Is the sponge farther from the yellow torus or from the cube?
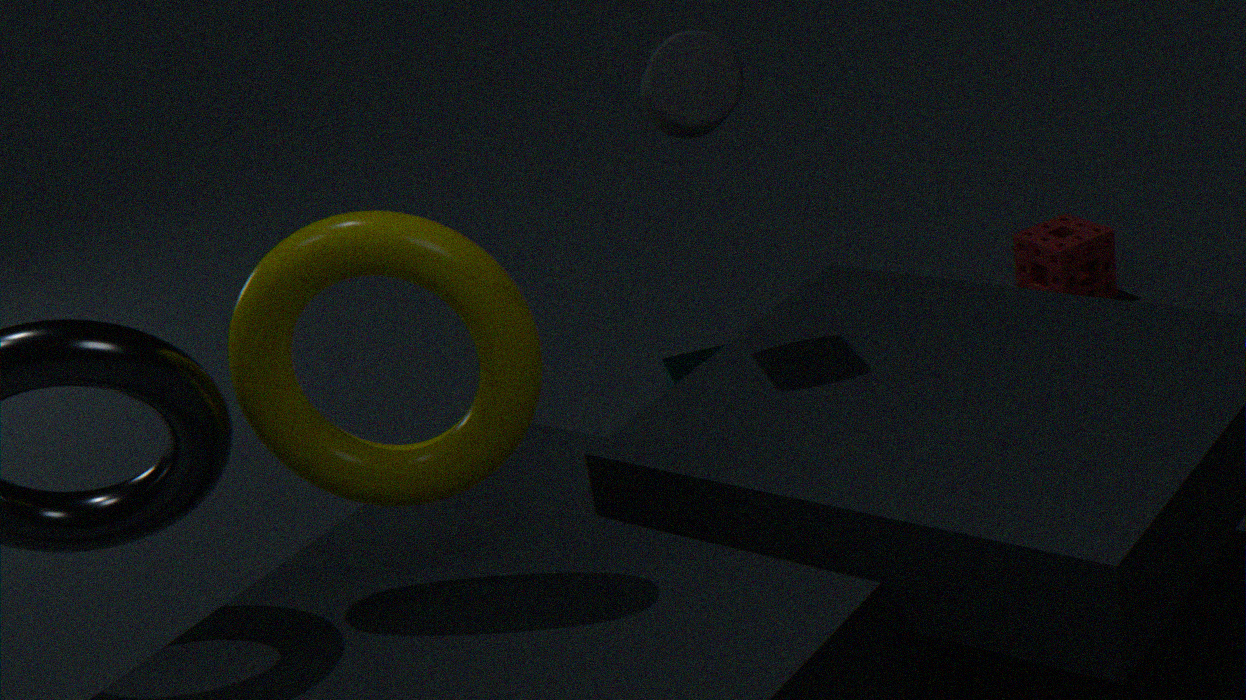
the yellow torus
